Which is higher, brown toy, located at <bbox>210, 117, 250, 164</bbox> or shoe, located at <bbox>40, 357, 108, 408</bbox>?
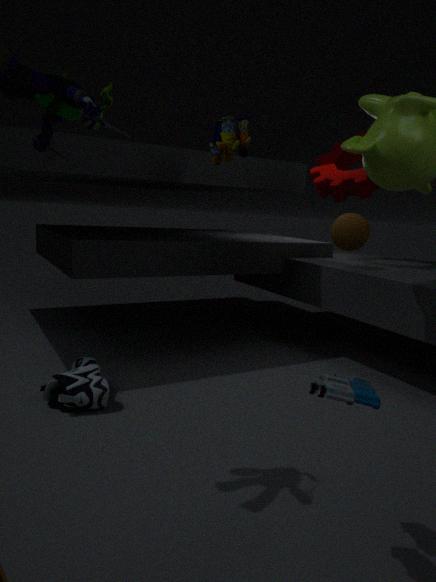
brown toy, located at <bbox>210, 117, 250, 164</bbox>
